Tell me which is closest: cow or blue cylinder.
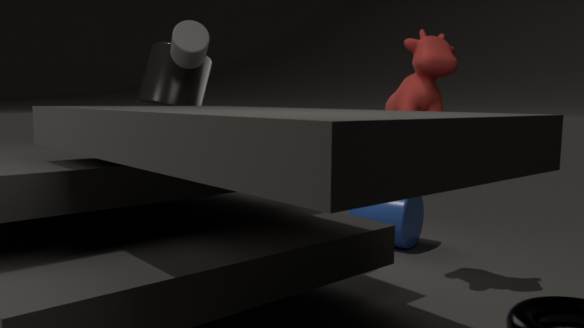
cow
